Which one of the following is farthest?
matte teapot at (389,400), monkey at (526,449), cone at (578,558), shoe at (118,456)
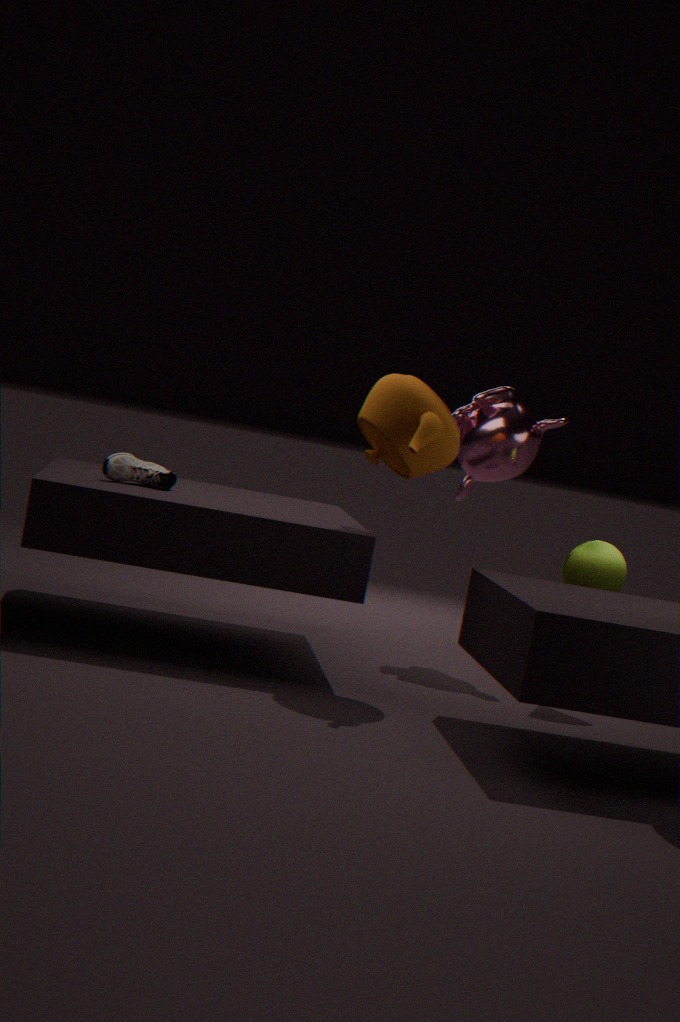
monkey at (526,449)
